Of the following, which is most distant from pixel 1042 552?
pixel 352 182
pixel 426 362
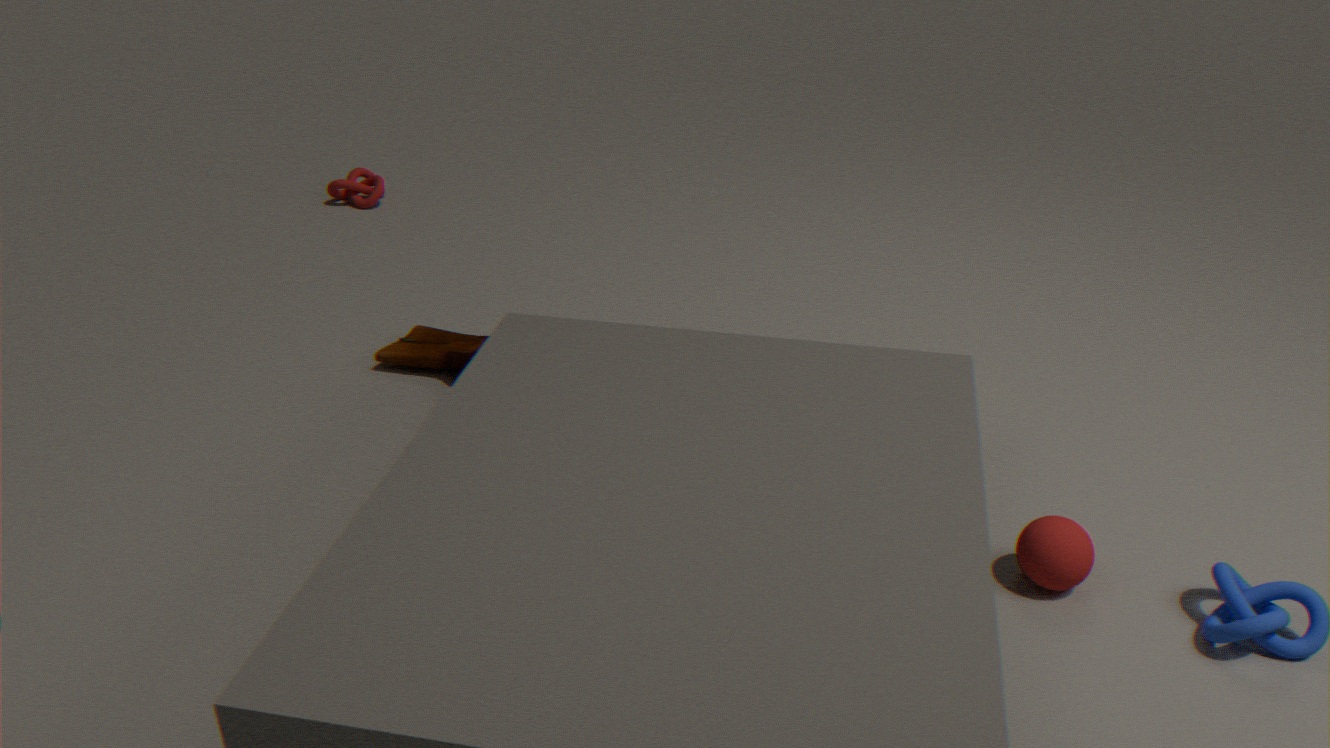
pixel 352 182
